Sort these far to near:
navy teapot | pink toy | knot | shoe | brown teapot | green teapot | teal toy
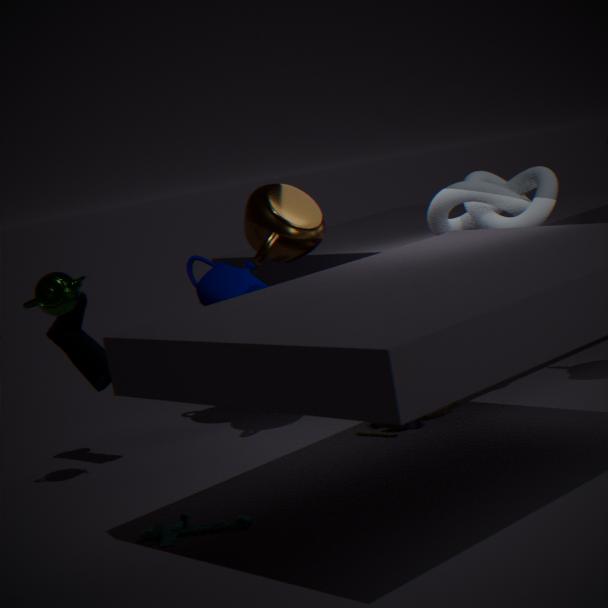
navy teapot, shoe, pink toy, knot, brown teapot, green teapot, teal toy
